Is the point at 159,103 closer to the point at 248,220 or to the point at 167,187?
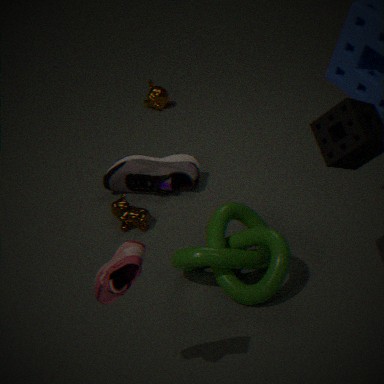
the point at 167,187
